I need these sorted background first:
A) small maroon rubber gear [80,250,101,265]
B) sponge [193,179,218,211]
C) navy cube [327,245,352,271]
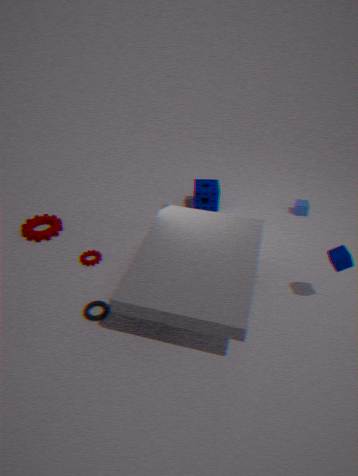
sponge [193,179,218,211] → small maroon rubber gear [80,250,101,265] → navy cube [327,245,352,271]
